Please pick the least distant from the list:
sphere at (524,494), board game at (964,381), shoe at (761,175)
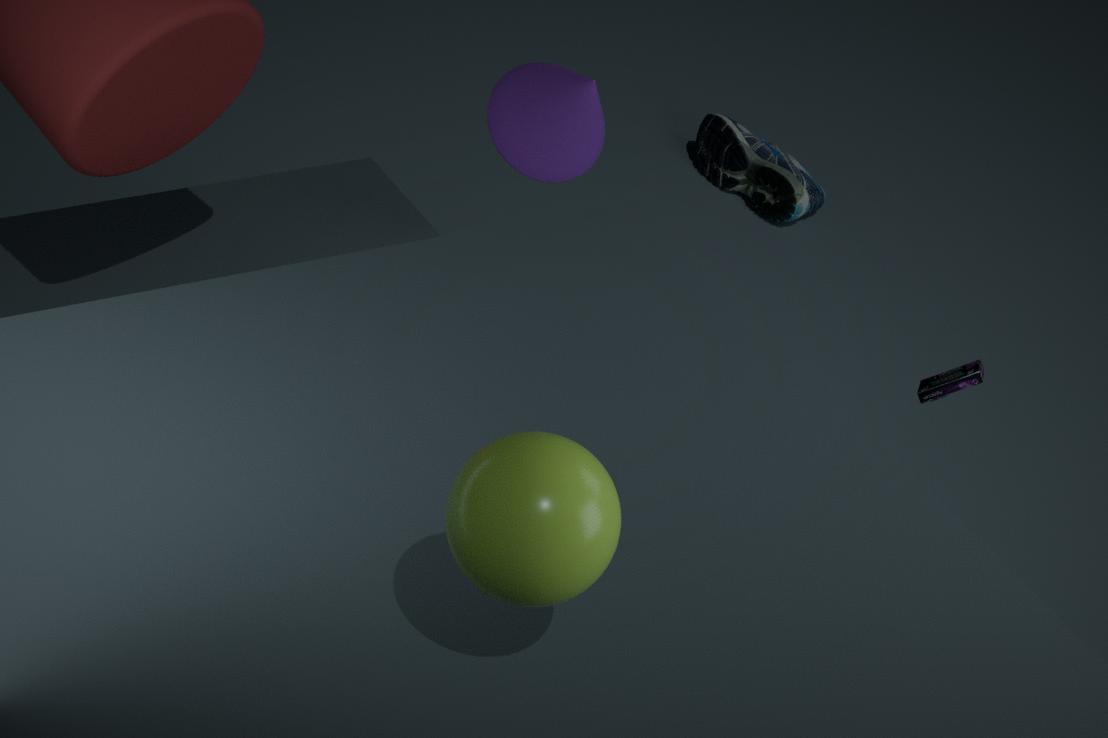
sphere at (524,494)
